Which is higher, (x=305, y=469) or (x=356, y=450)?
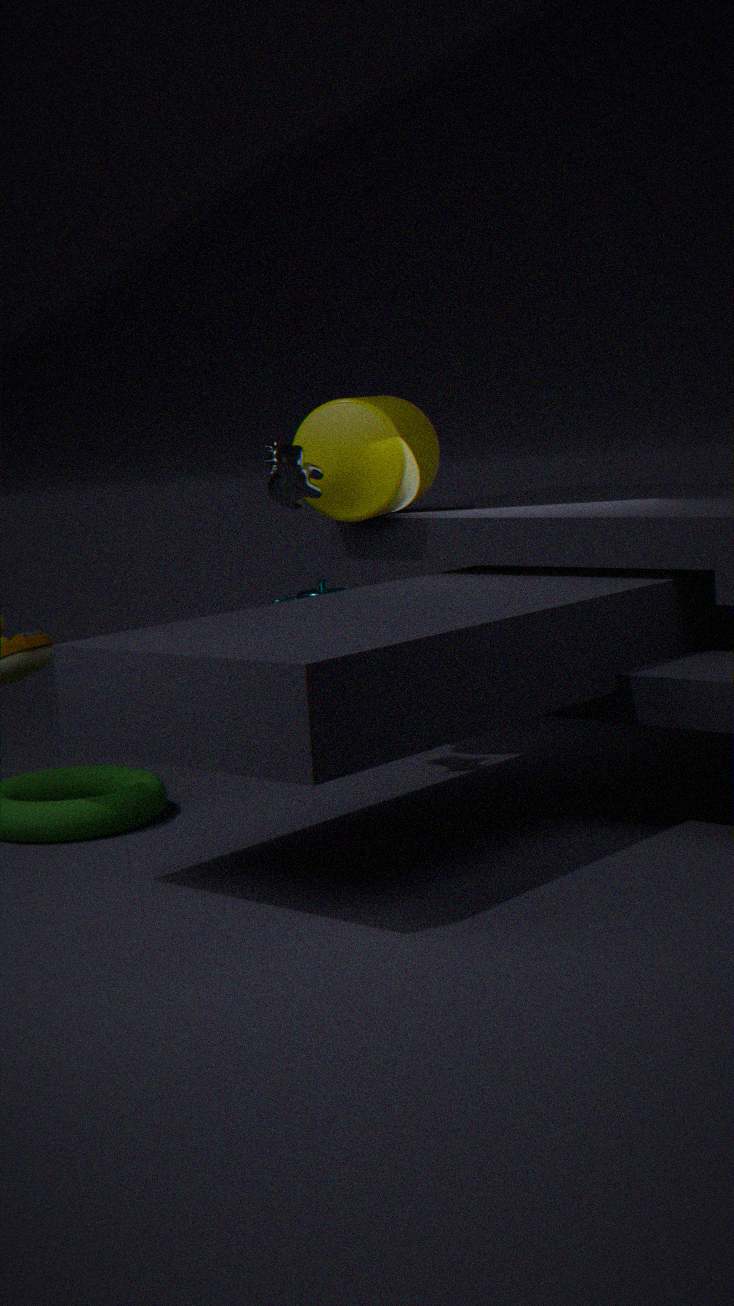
(x=356, y=450)
